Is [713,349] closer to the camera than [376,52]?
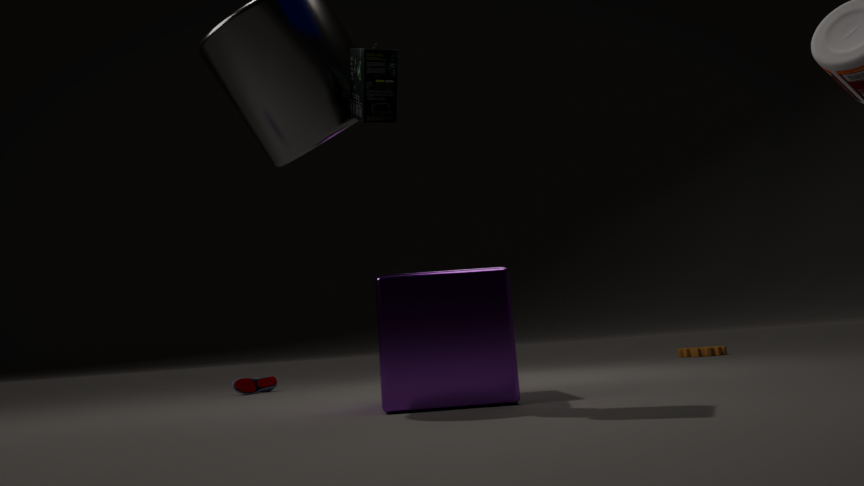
No
